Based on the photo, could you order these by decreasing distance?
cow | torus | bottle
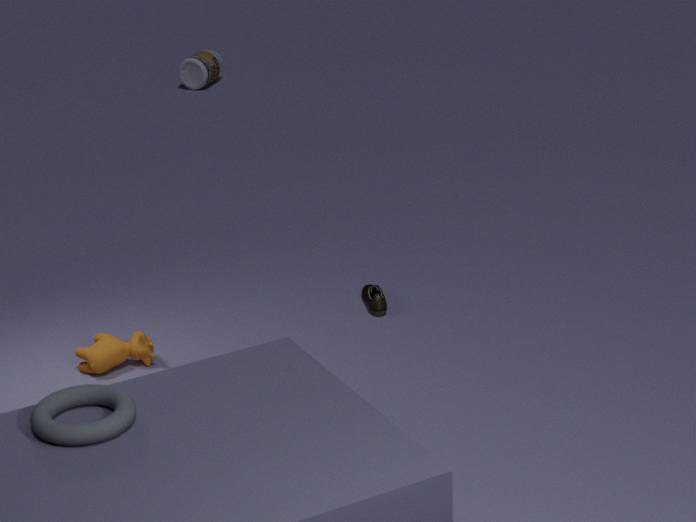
bottle, cow, torus
